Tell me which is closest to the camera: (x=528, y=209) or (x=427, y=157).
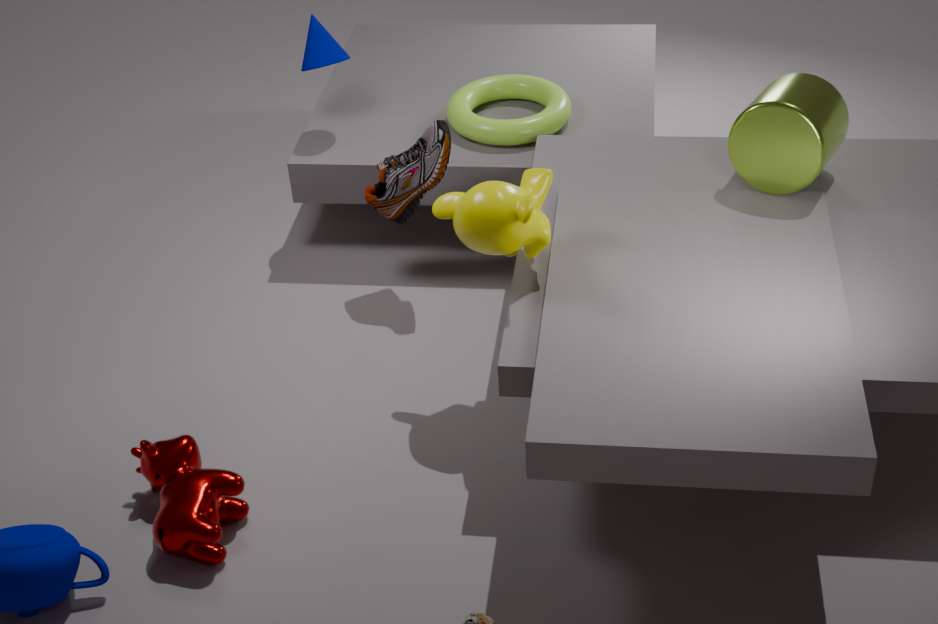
(x=528, y=209)
